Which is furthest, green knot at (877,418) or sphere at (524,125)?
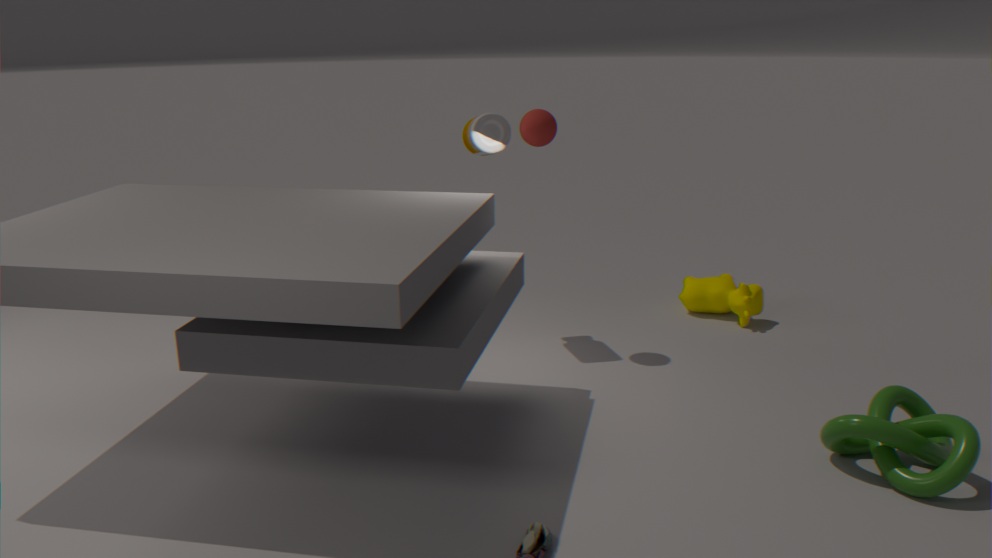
sphere at (524,125)
